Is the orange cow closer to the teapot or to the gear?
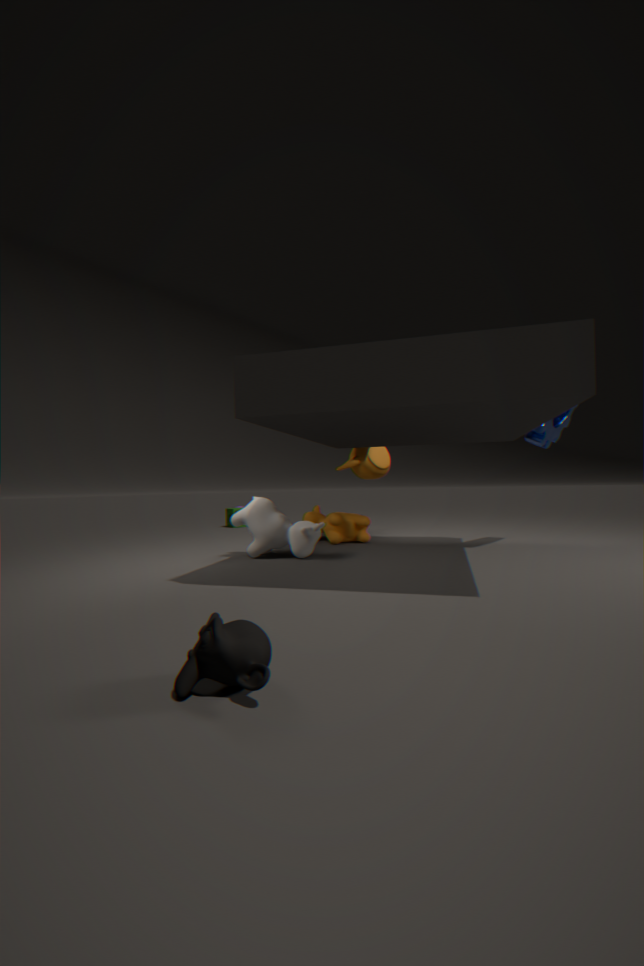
the teapot
